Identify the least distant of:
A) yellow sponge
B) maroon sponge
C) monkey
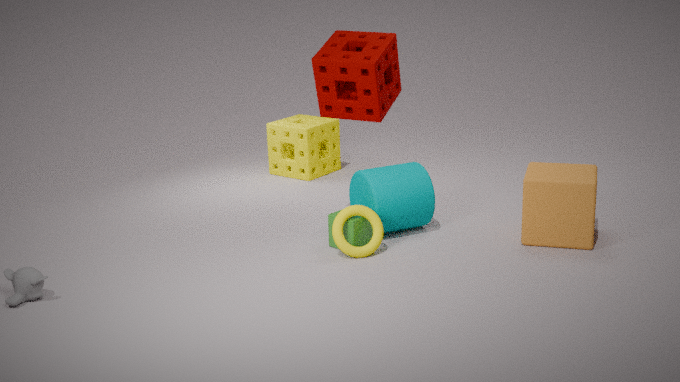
monkey
